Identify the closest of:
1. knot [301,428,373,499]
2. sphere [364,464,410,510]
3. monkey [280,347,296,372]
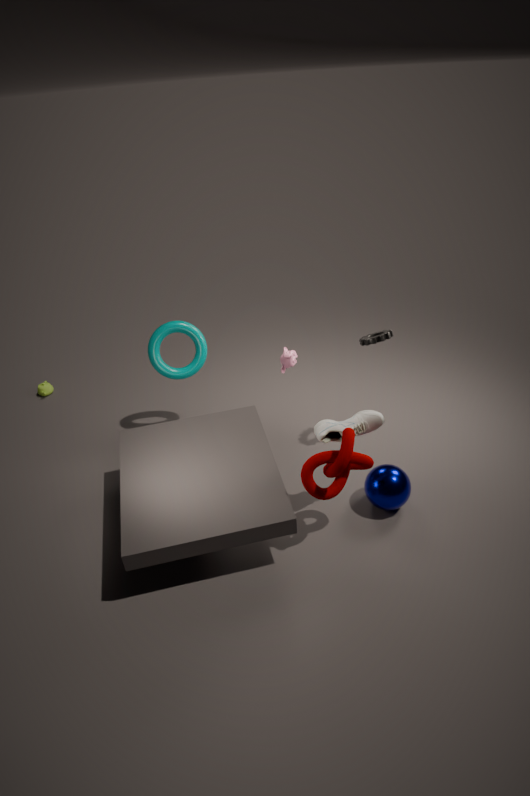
knot [301,428,373,499]
